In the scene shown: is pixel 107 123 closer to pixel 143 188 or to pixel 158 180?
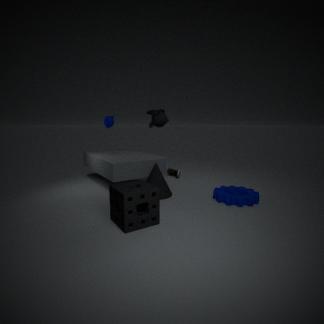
pixel 158 180
